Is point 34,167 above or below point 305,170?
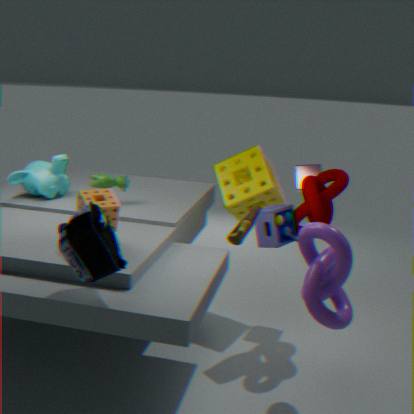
below
